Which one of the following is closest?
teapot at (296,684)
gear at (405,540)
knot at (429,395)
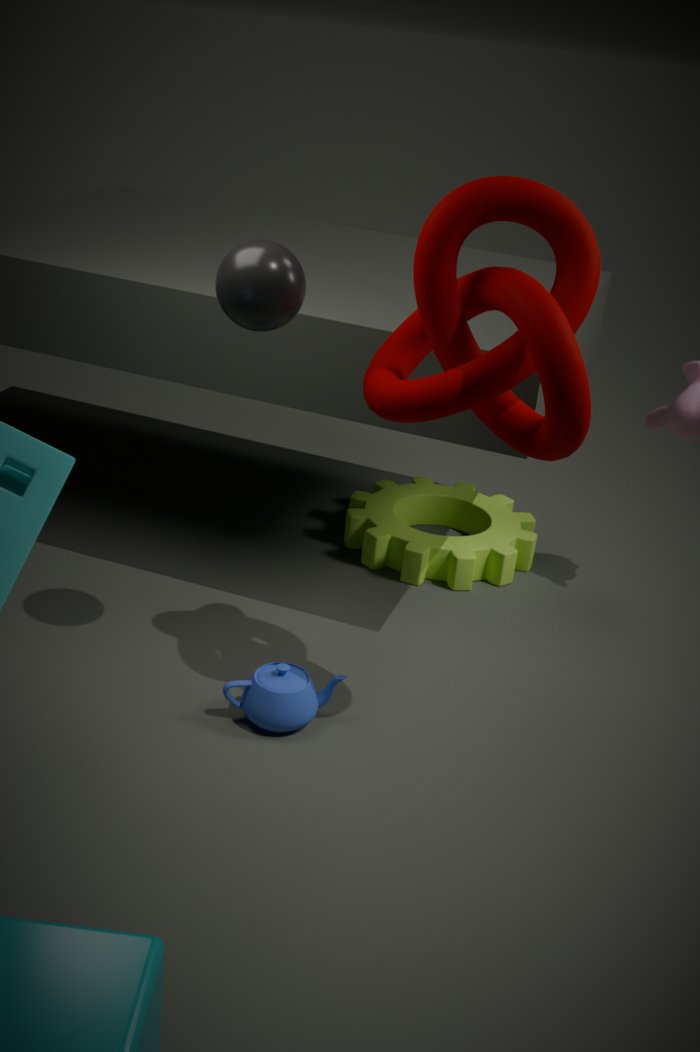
knot at (429,395)
